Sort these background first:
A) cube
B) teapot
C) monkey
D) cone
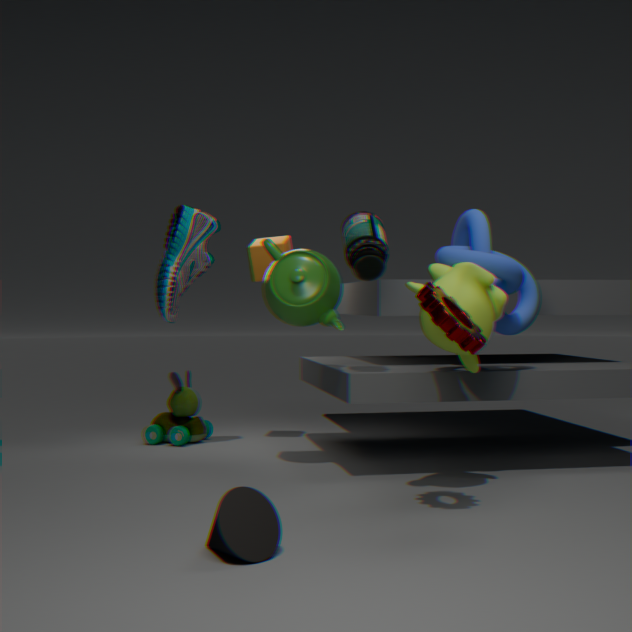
1. cube
2. teapot
3. monkey
4. cone
